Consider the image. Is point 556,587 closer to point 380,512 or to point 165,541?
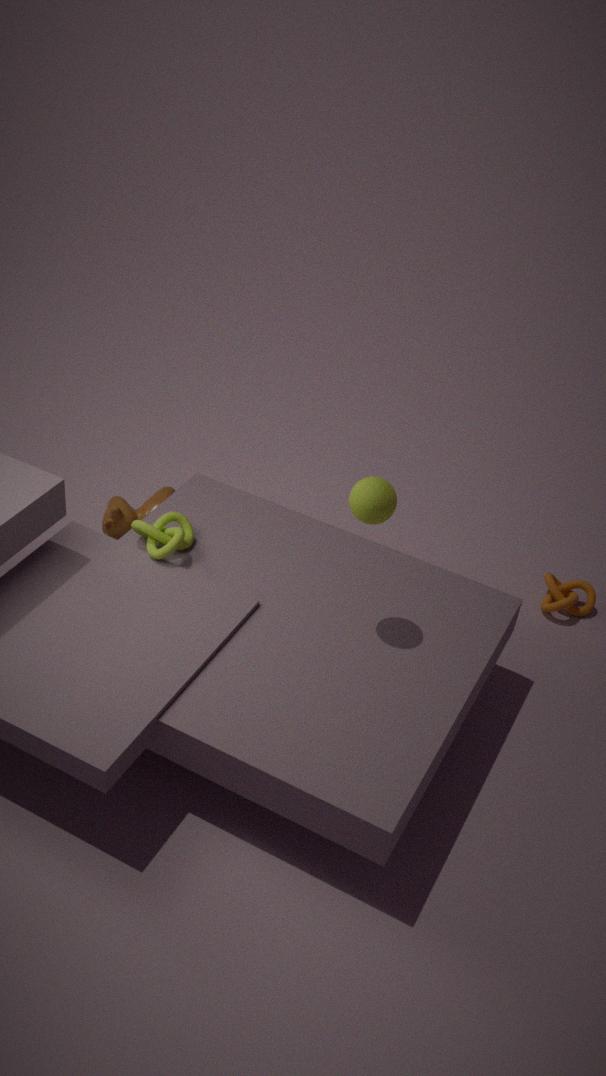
point 380,512
